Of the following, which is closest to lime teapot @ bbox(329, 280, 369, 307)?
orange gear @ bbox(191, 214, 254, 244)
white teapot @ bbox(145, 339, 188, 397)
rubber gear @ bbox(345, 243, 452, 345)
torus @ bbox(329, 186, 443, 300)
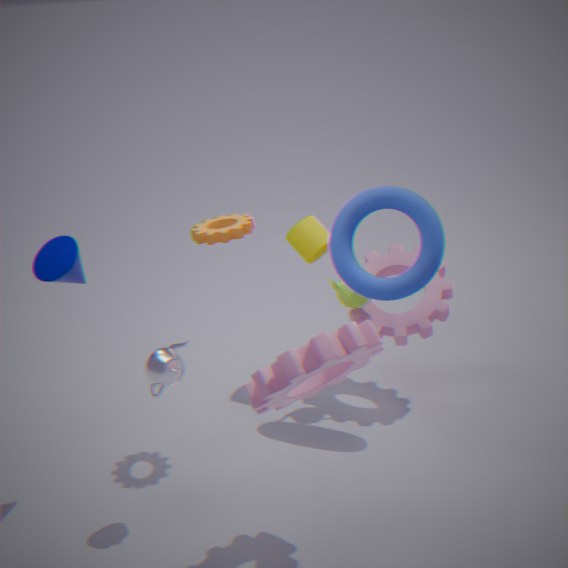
rubber gear @ bbox(345, 243, 452, 345)
